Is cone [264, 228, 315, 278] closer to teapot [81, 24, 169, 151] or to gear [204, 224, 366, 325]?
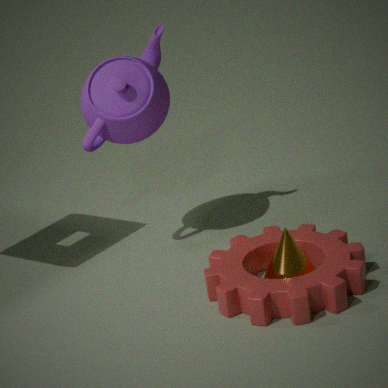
gear [204, 224, 366, 325]
